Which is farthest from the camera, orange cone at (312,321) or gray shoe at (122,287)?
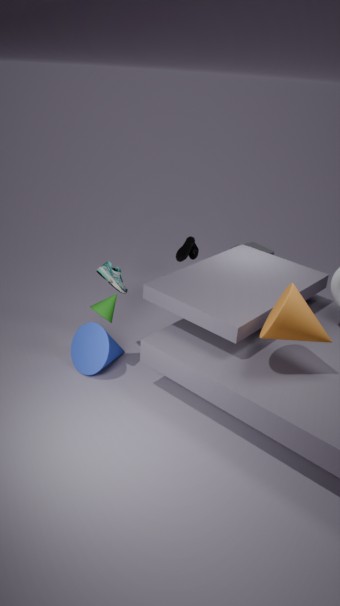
gray shoe at (122,287)
